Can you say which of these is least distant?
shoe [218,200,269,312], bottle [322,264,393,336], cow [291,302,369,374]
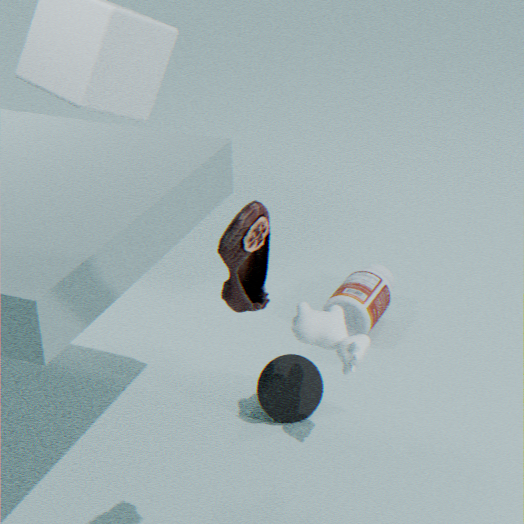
shoe [218,200,269,312]
